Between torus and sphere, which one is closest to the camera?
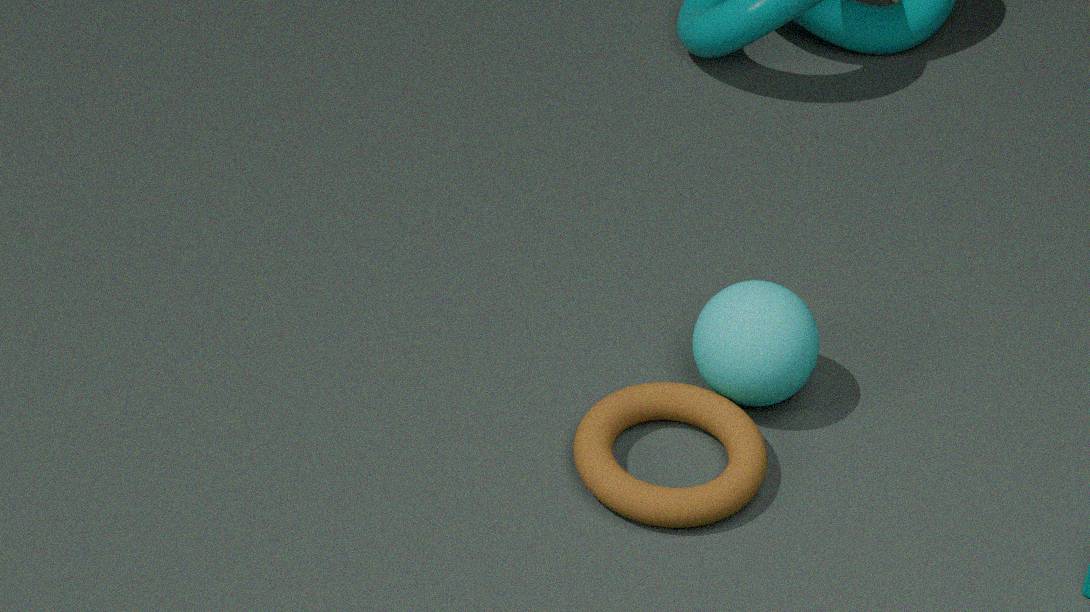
torus
